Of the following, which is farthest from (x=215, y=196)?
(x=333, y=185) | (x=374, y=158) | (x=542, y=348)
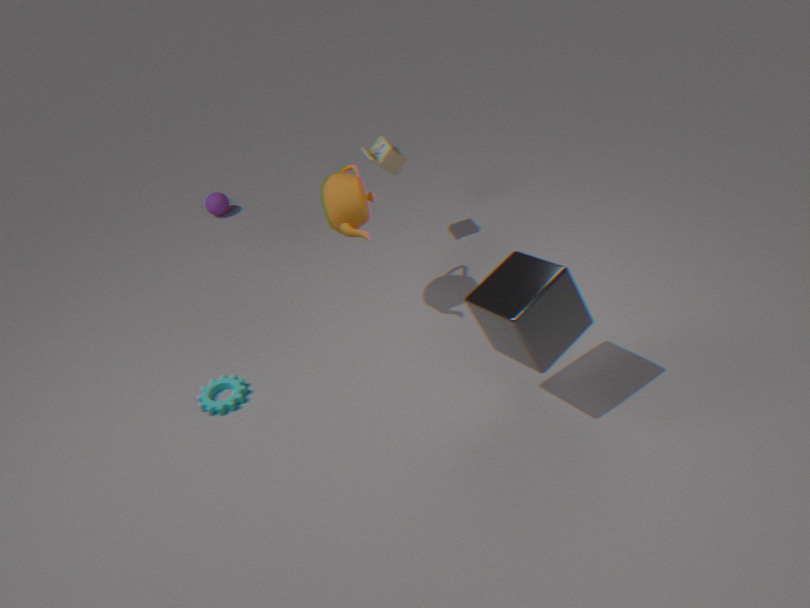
(x=542, y=348)
